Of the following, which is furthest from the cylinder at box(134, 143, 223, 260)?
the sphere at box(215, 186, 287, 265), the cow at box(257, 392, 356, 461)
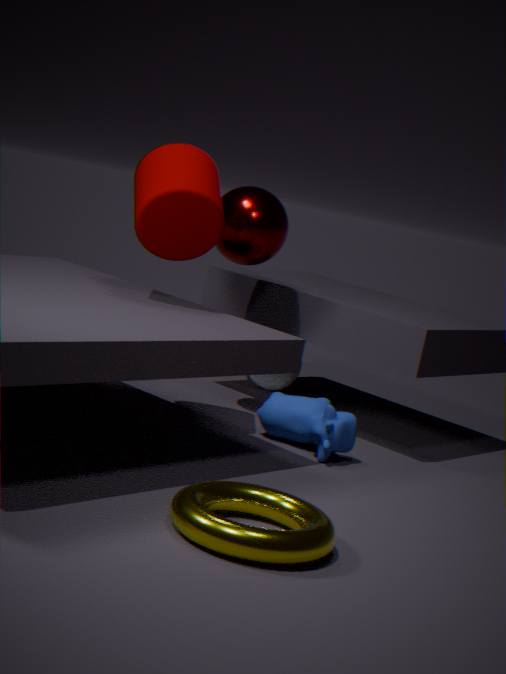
the cow at box(257, 392, 356, 461)
